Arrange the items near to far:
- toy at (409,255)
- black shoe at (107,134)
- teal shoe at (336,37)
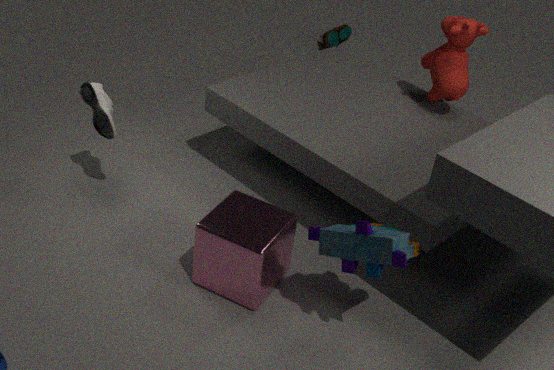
1. toy at (409,255)
2. black shoe at (107,134)
3. teal shoe at (336,37)
